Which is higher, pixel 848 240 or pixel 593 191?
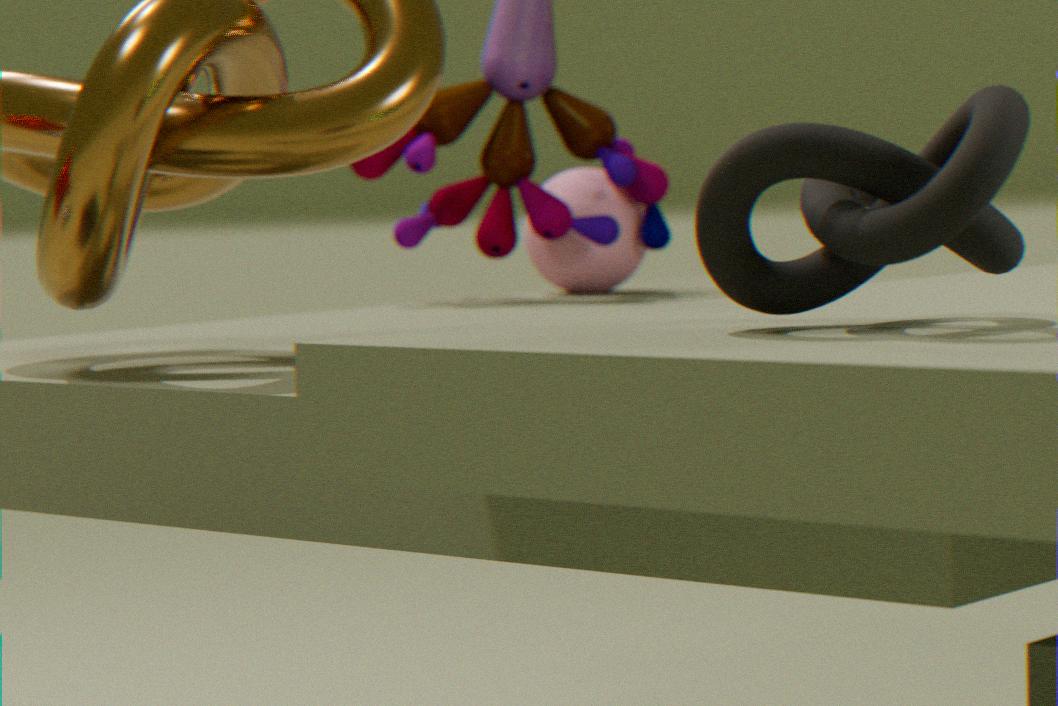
pixel 848 240
